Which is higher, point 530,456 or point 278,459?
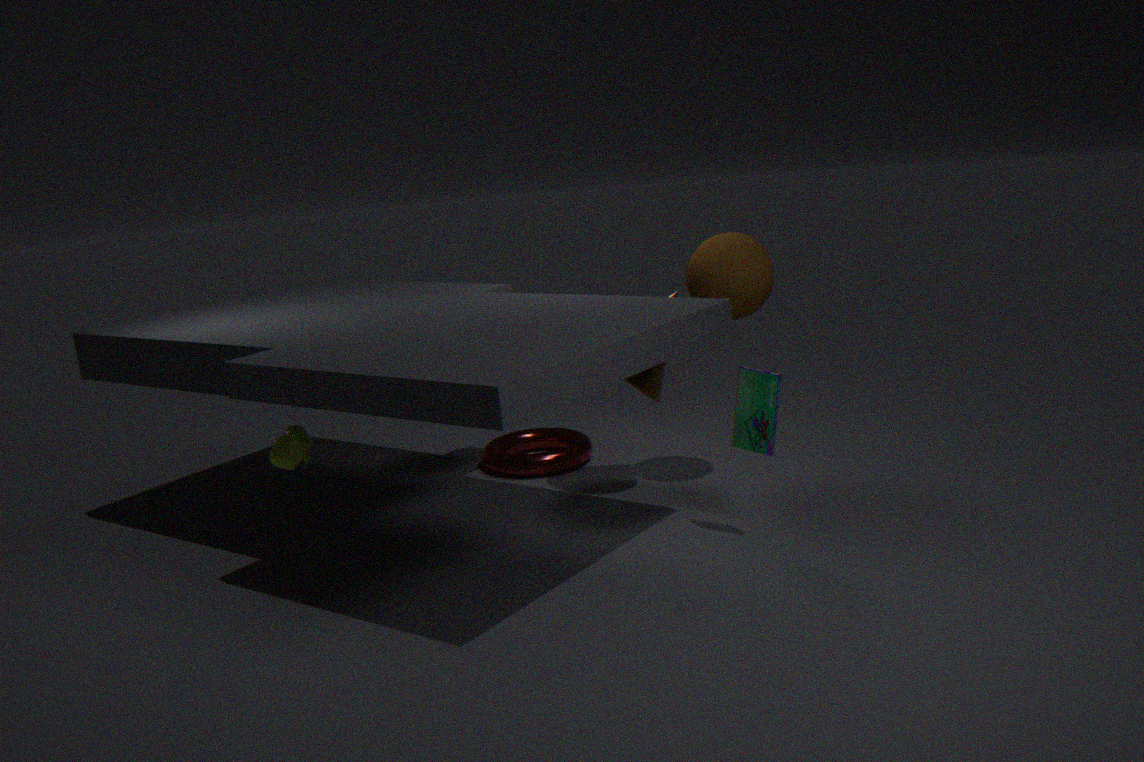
point 278,459
